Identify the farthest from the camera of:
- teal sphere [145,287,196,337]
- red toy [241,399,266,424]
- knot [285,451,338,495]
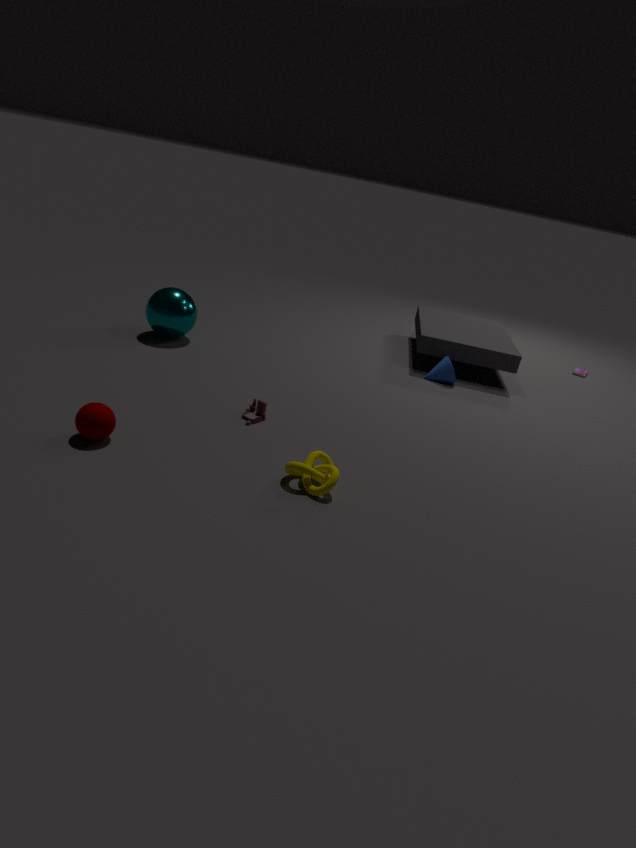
teal sphere [145,287,196,337]
